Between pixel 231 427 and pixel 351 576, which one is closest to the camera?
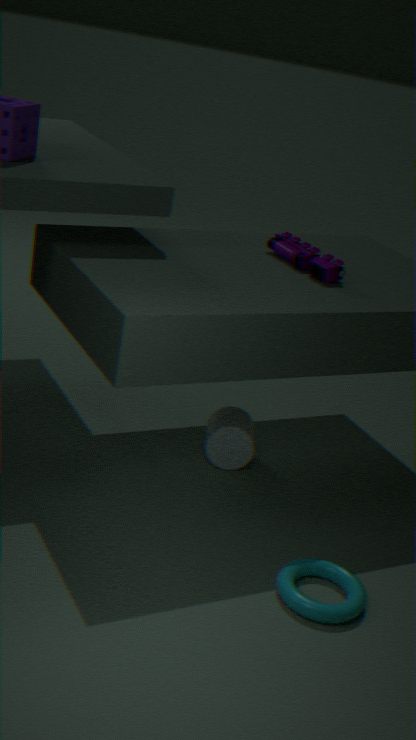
pixel 351 576
